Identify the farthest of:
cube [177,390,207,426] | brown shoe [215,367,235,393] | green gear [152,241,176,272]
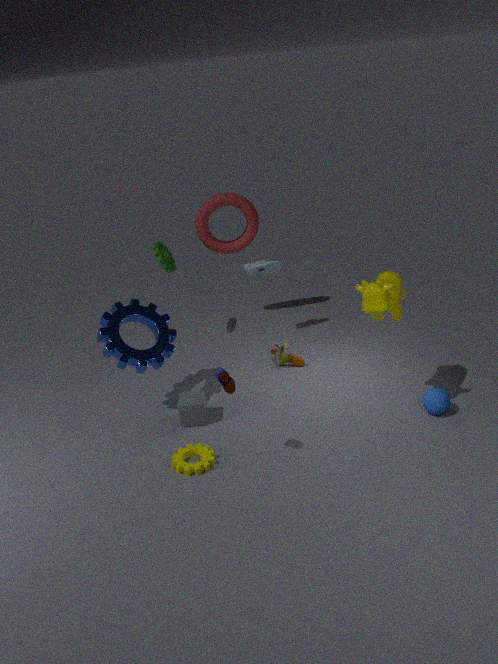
green gear [152,241,176,272]
